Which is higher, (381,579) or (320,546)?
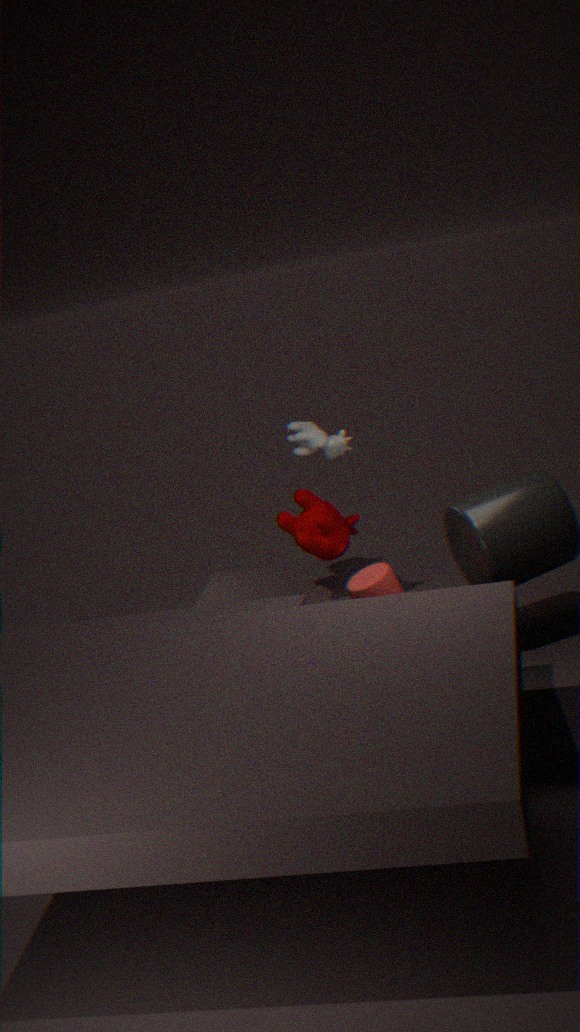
(320,546)
